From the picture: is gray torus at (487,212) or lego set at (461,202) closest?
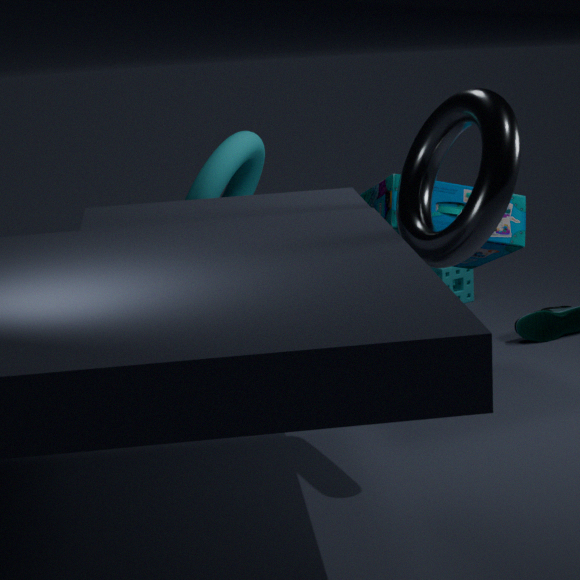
gray torus at (487,212)
